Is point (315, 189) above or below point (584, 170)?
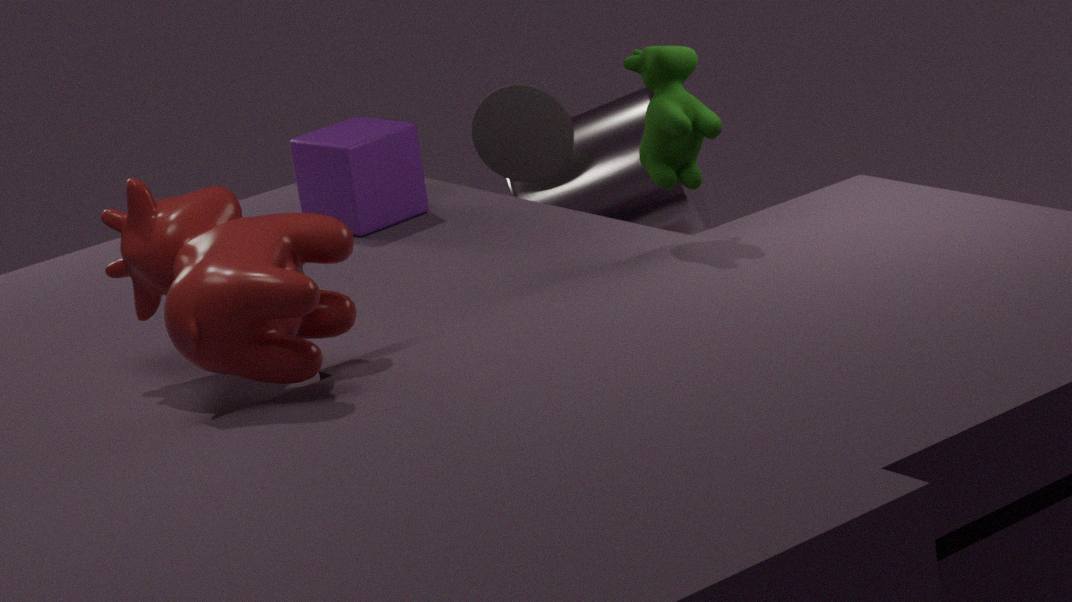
above
